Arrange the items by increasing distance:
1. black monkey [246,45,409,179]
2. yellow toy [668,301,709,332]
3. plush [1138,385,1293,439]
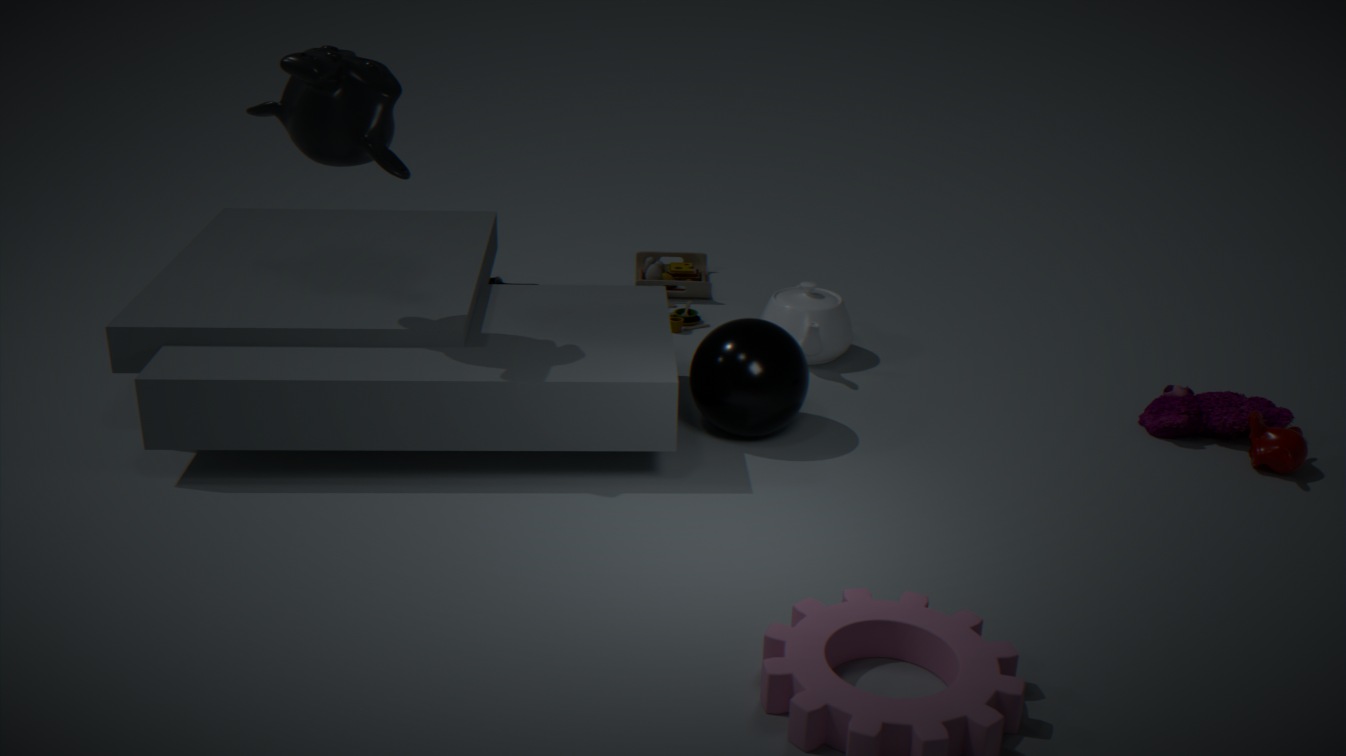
black monkey [246,45,409,179] → plush [1138,385,1293,439] → yellow toy [668,301,709,332]
